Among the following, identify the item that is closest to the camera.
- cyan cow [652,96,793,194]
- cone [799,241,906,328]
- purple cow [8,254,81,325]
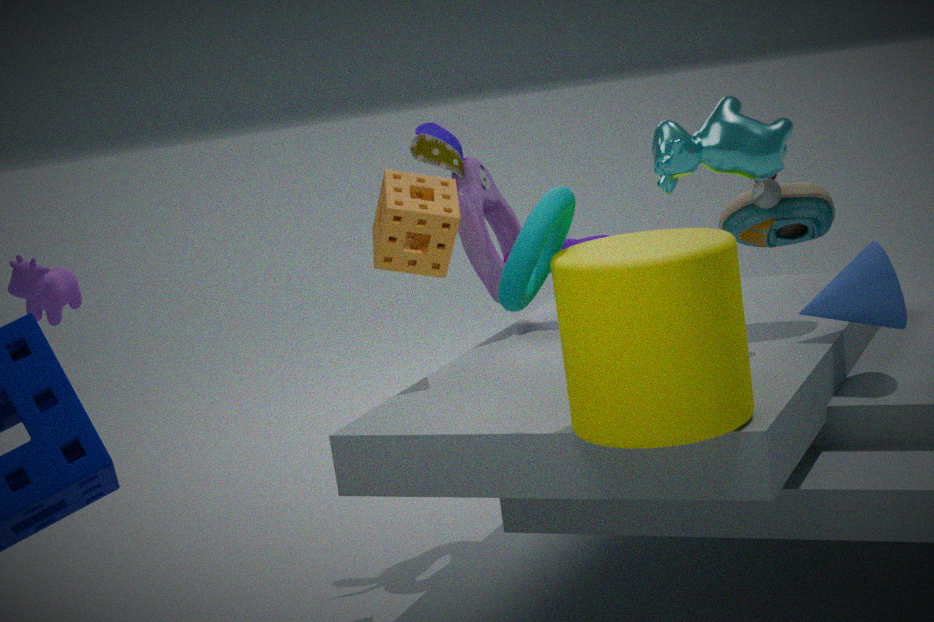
cyan cow [652,96,793,194]
